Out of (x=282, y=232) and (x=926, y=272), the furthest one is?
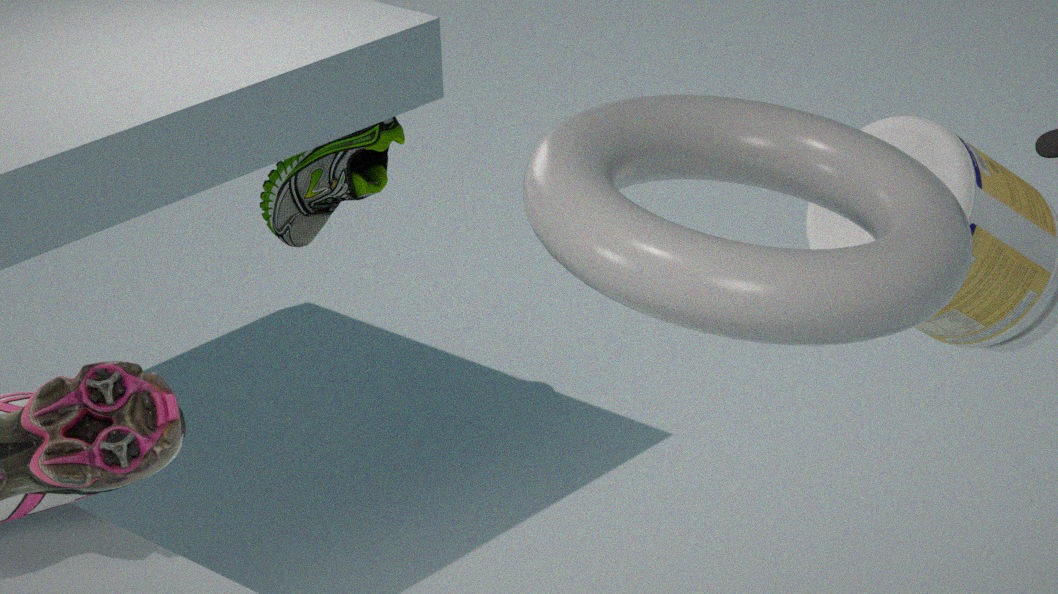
(x=282, y=232)
